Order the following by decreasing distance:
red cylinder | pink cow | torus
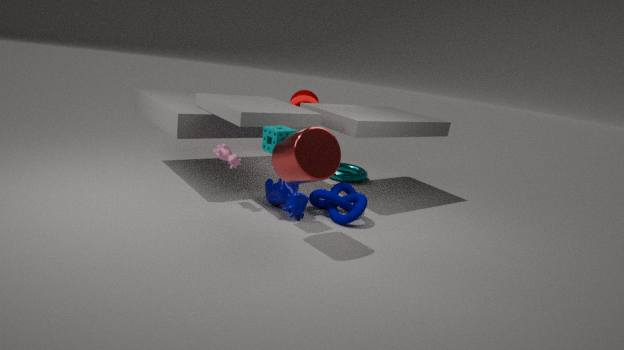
torus < pink cow < red cylinder
